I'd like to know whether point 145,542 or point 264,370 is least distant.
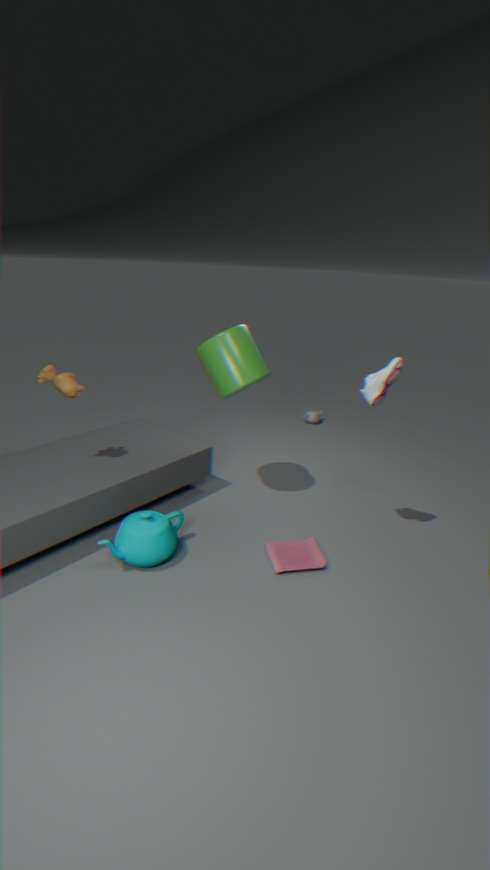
point 145,542
